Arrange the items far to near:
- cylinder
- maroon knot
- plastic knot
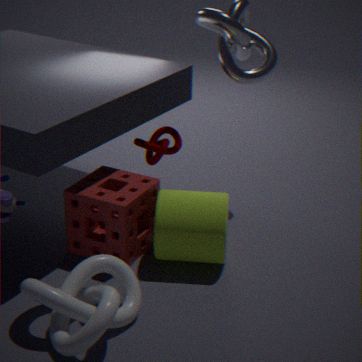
maroon knot → cylinder → plastic knot
